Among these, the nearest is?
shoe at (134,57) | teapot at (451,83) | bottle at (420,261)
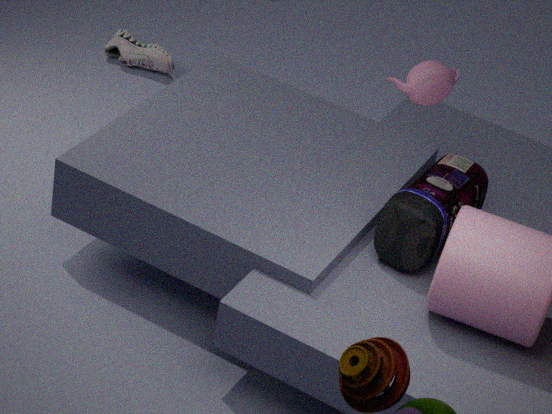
bottle at (420,261)
